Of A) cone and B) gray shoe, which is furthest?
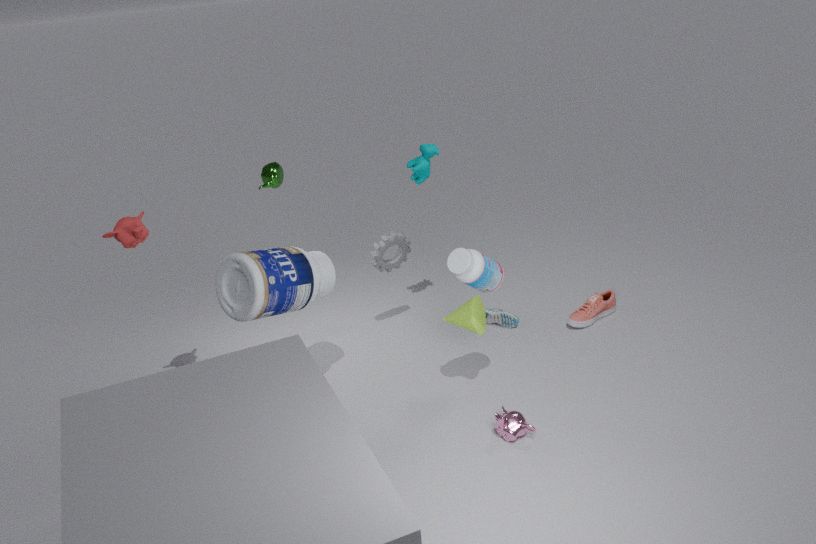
B. gray shoe
